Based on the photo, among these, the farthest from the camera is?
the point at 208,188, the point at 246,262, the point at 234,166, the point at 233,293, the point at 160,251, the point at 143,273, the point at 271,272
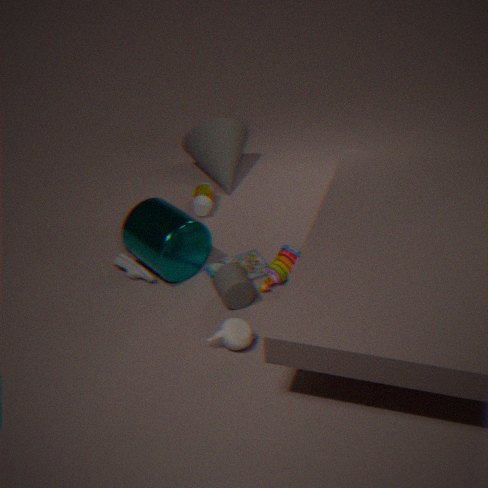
the point at 234,166
